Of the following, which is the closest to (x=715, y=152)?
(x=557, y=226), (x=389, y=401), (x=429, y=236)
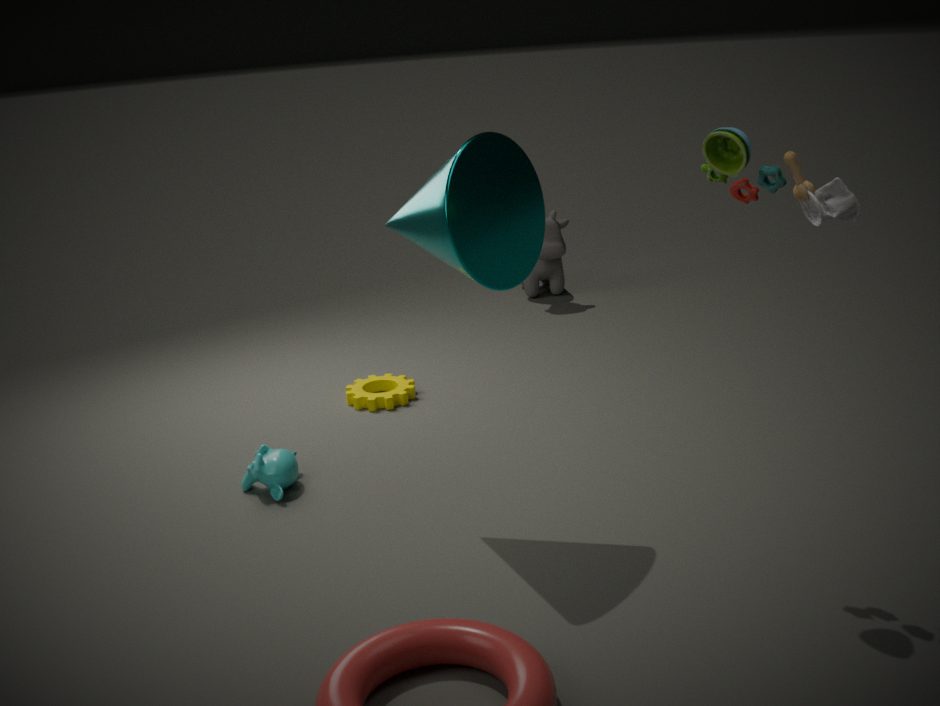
(x=429, y=236)
